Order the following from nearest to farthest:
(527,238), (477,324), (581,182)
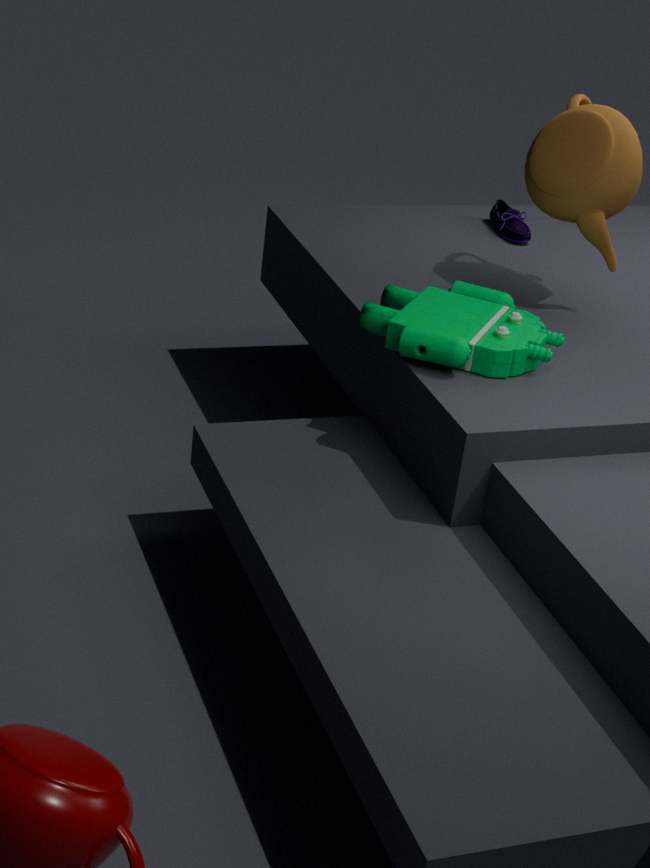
(477,324)
(581,182)
(527,238)
